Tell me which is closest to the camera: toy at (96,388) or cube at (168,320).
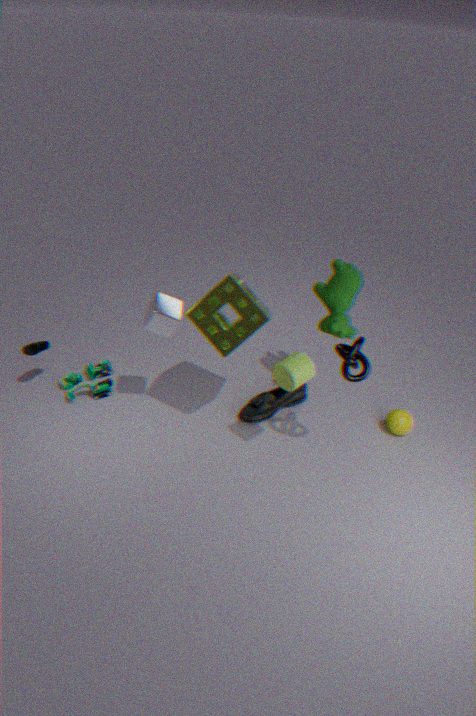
cube at (168,320)
